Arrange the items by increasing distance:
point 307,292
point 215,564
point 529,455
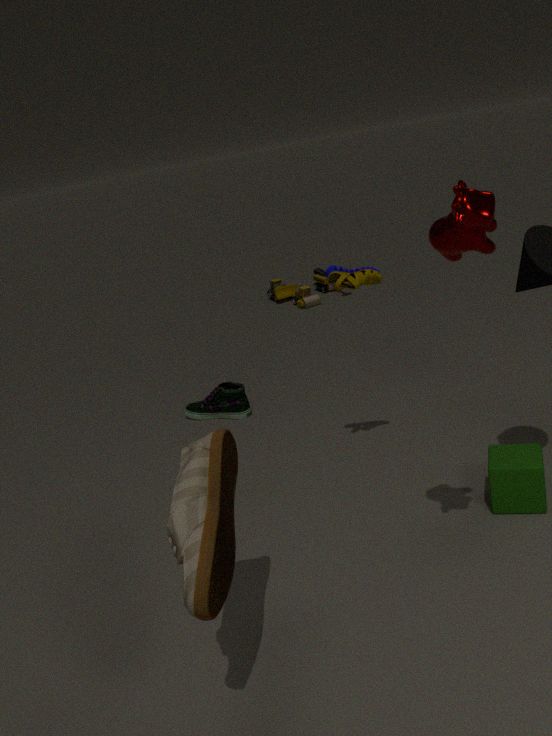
point 215,564 < point 529,455 < point 307,292
